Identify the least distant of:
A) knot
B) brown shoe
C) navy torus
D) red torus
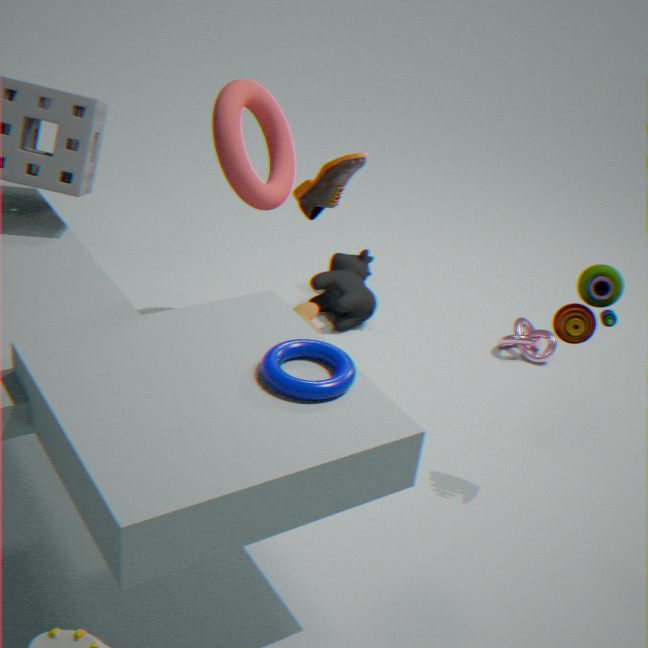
navy torus
